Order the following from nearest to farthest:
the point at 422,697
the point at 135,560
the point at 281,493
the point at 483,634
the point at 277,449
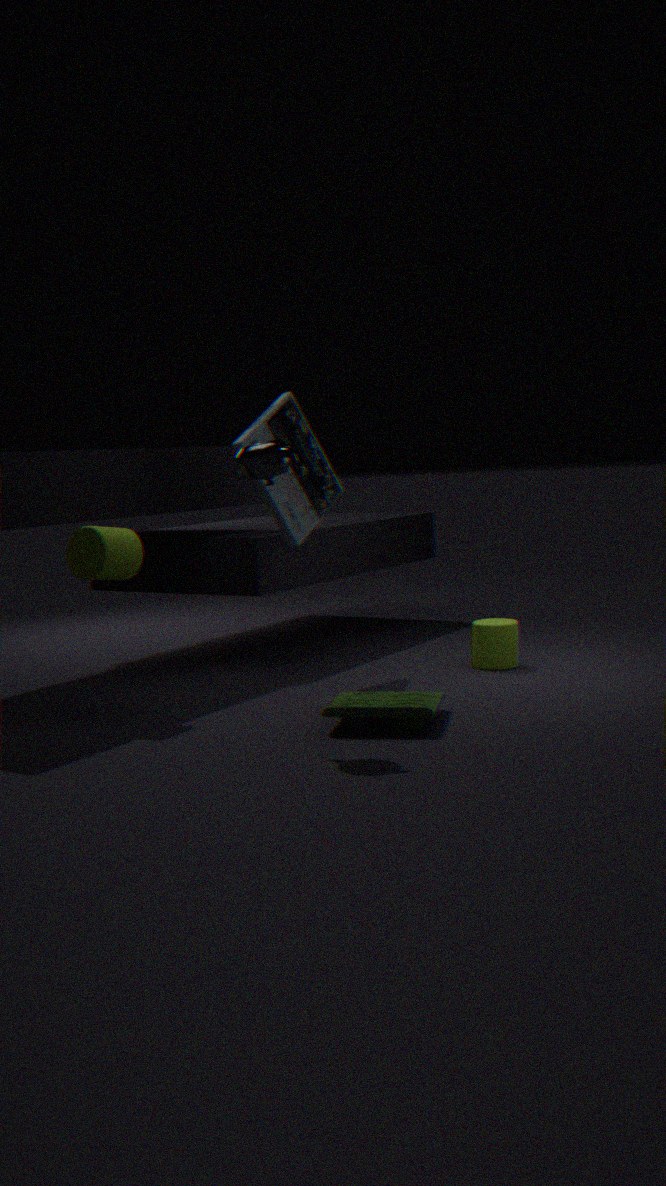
the point at 277,449 → the point at 422,697 → the point at 135,560 → the point at 281,493 → the point at 483,634
